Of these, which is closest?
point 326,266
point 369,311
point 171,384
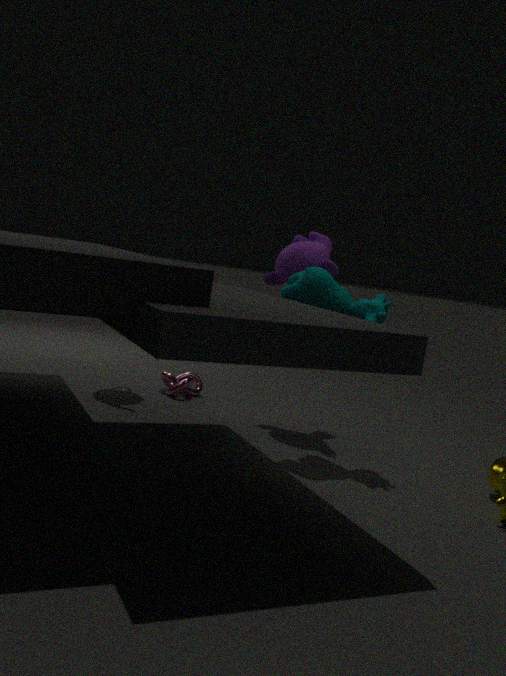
point 369,311
